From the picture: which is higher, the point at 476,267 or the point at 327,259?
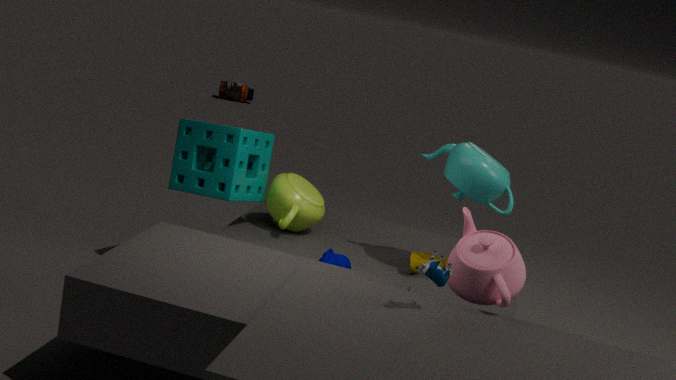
the point at 476,267
